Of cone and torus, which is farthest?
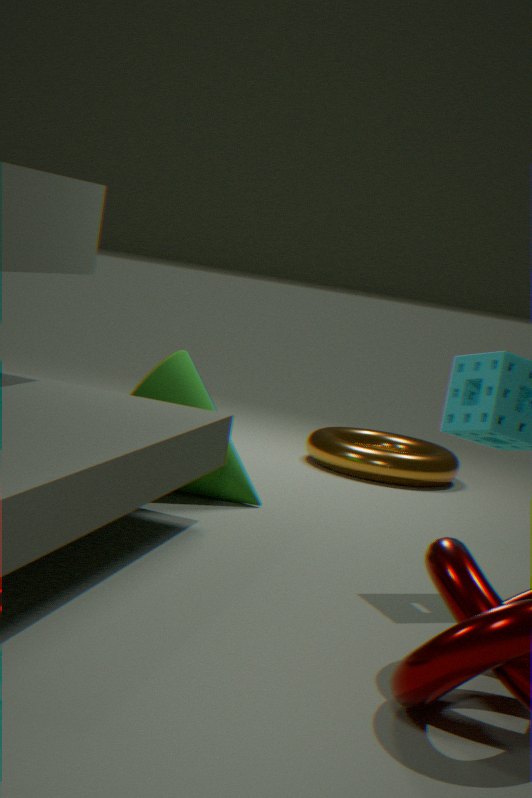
torus
